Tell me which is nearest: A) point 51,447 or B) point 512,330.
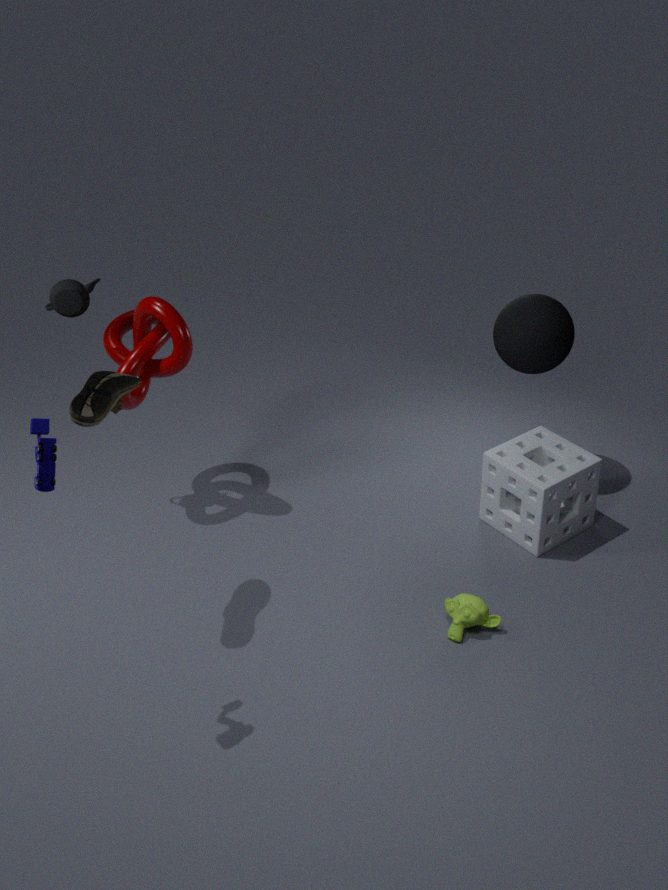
A. point 51,447
